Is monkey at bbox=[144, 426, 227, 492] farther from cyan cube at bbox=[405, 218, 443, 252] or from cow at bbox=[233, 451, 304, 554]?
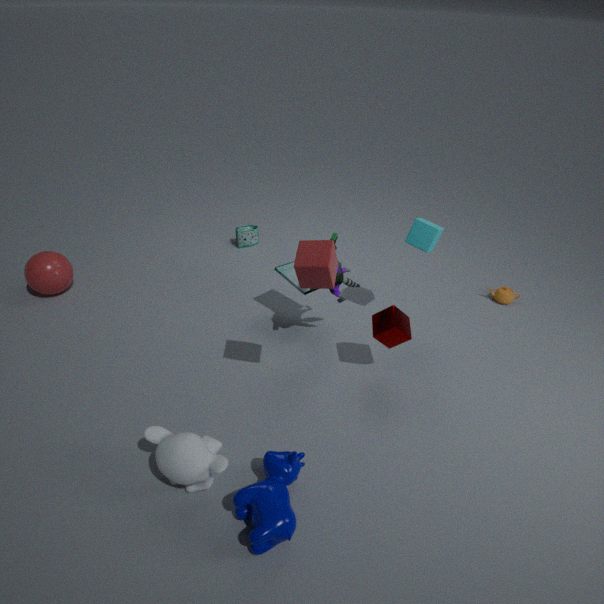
cyan cube at bbox=[405, 218, 443, 252]
